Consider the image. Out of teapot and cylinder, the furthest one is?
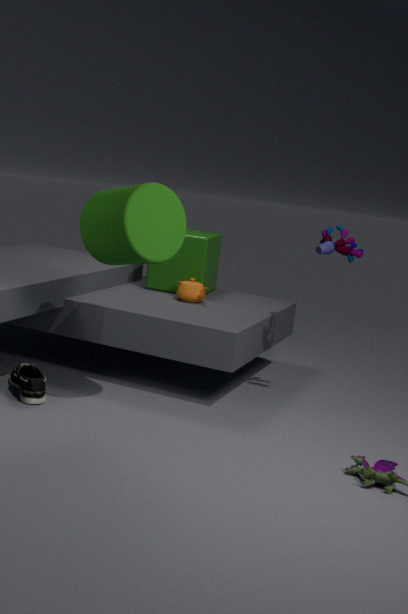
teapot
